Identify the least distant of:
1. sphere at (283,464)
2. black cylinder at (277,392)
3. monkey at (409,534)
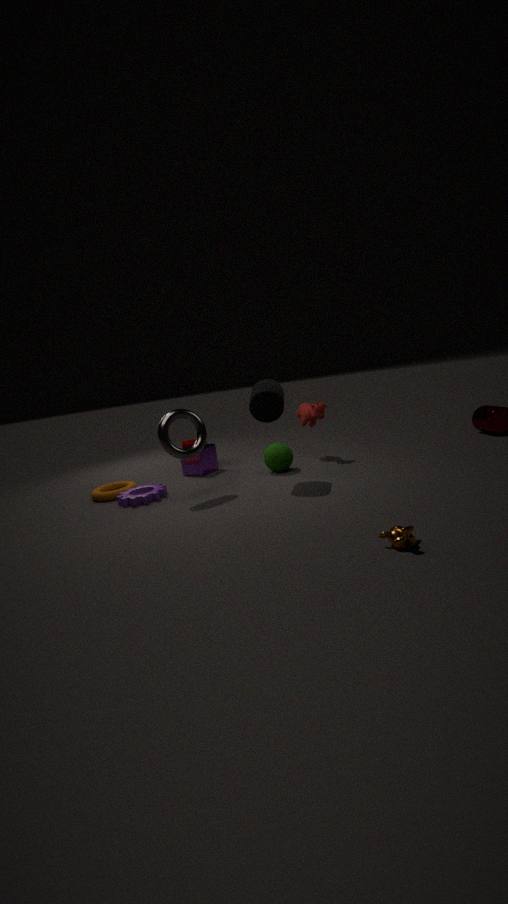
monkey at (409,534)
